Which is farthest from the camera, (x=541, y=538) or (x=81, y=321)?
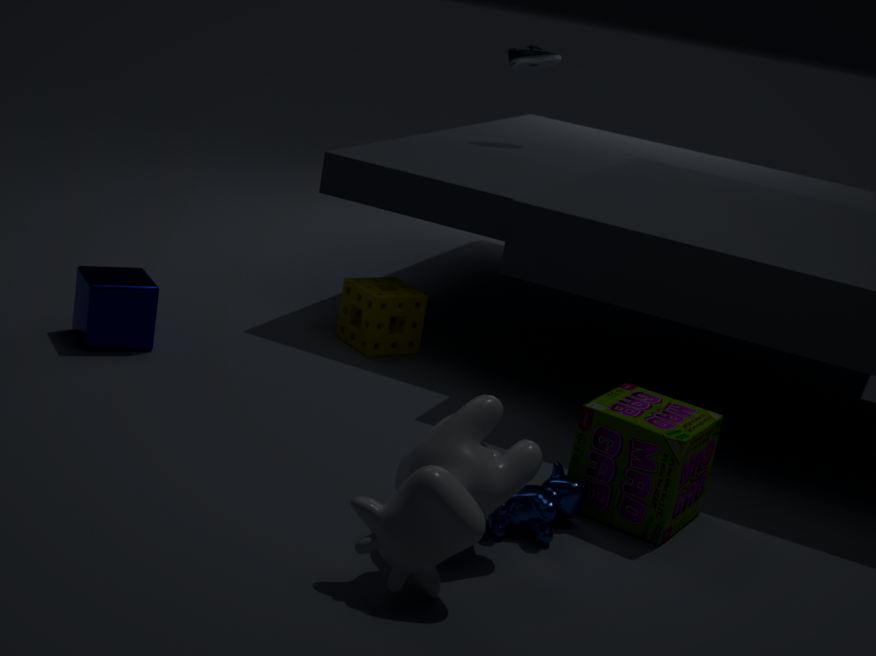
(x=81, y=321)
